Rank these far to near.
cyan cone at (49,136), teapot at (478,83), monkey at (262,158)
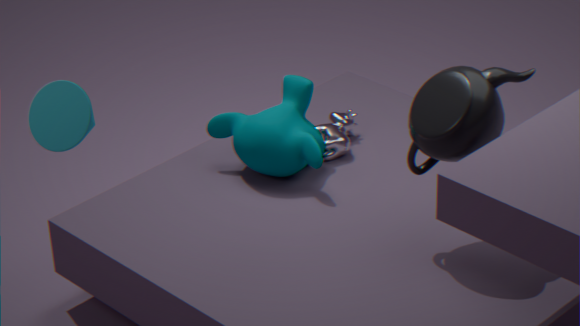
monkey at (262,158) → teapot at (478,83) → cyan cone at (49,136)
